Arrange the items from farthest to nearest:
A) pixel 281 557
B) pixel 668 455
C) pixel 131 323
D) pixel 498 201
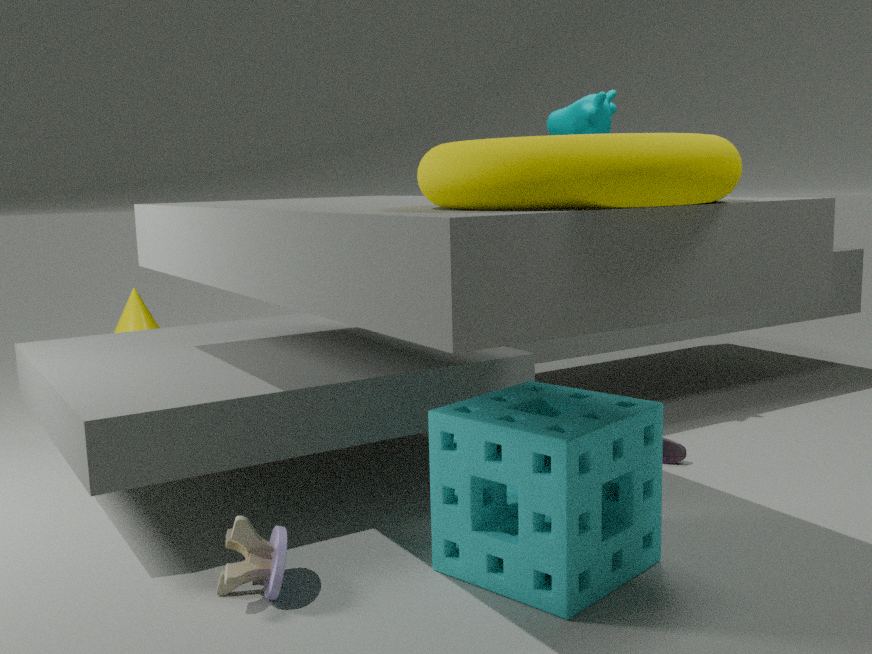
1. pixel 131 323
2. pixel 668 455
3. pixel 281 557
4. pixel 498 201
